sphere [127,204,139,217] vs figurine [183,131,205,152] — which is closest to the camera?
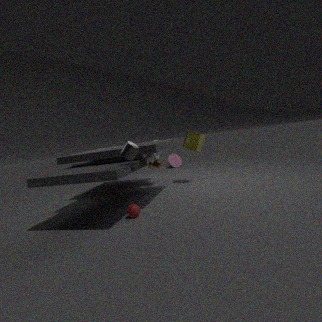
sphere [127,204,139,217]
